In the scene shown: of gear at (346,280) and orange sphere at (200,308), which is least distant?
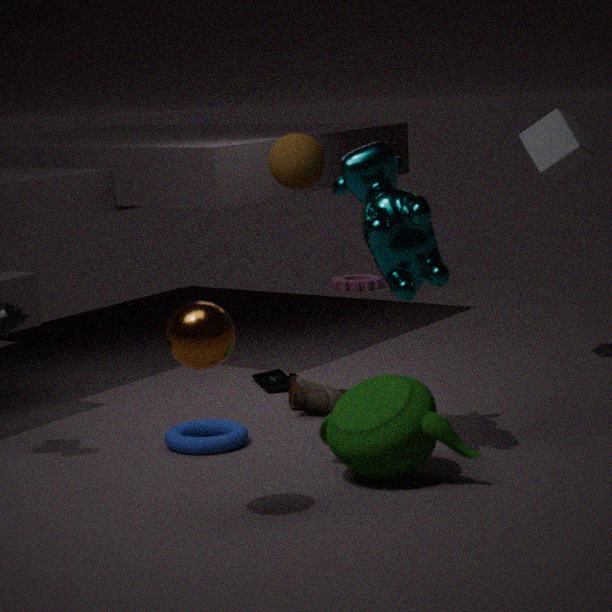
orange sphere at (200,308)
